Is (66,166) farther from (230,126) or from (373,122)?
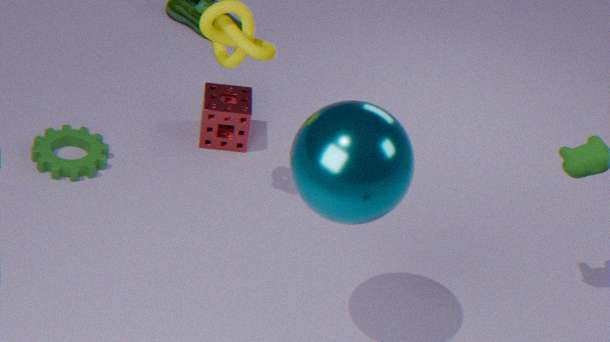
(373,122)
